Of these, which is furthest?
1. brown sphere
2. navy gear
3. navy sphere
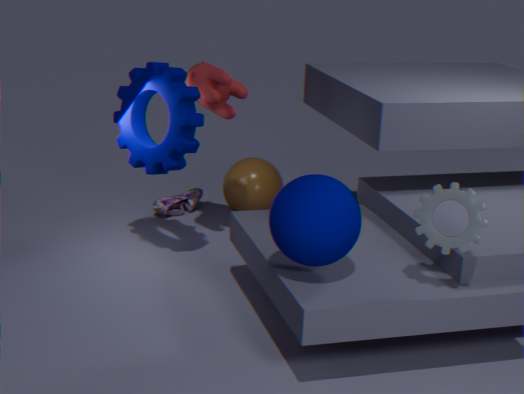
brown sphere
